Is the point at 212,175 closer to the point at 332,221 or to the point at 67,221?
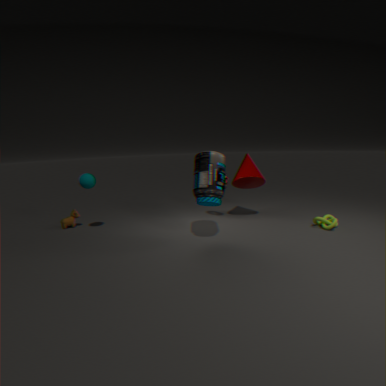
the point at 332,221
